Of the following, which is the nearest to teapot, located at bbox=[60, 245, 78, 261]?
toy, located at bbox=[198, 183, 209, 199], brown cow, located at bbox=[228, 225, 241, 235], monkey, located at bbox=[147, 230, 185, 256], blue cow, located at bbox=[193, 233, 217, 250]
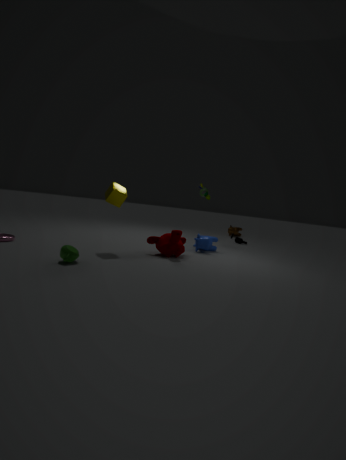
monkey, located at bbox=[147, 230, 185, 256]
